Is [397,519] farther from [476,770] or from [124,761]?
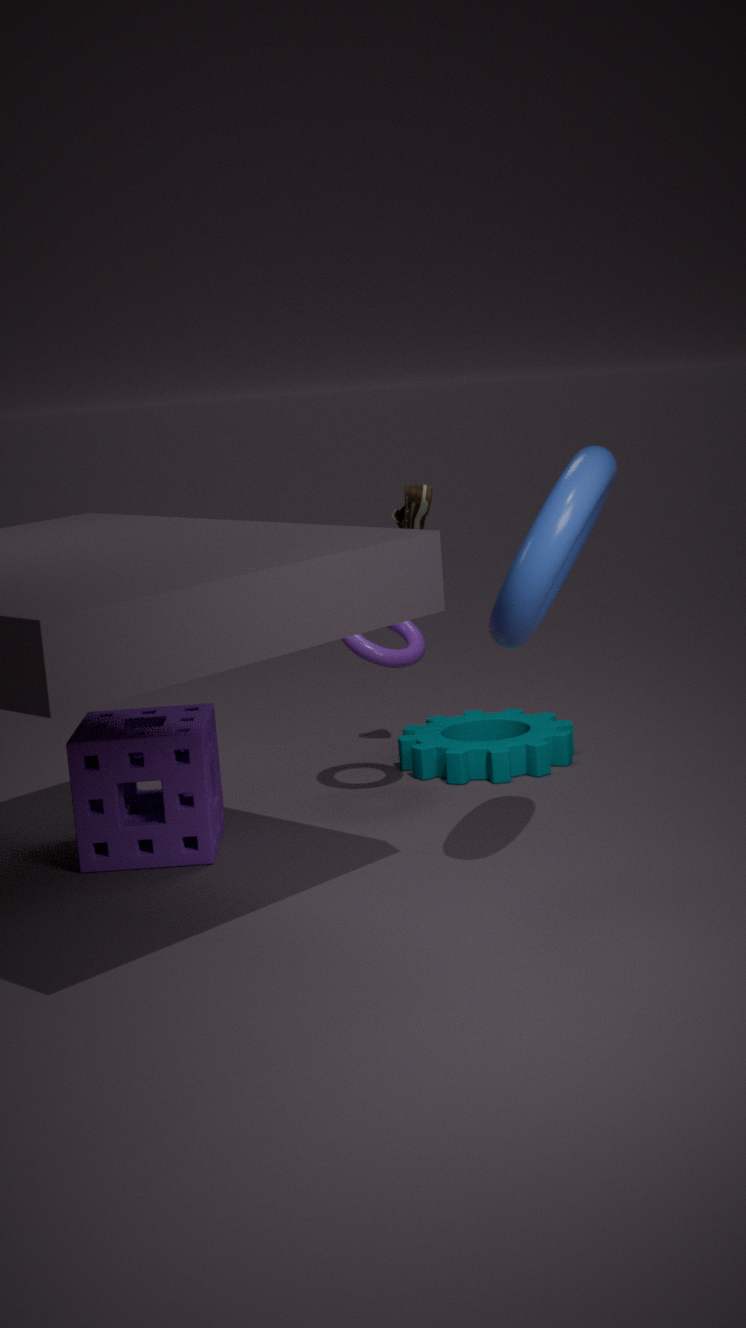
[124,761]
